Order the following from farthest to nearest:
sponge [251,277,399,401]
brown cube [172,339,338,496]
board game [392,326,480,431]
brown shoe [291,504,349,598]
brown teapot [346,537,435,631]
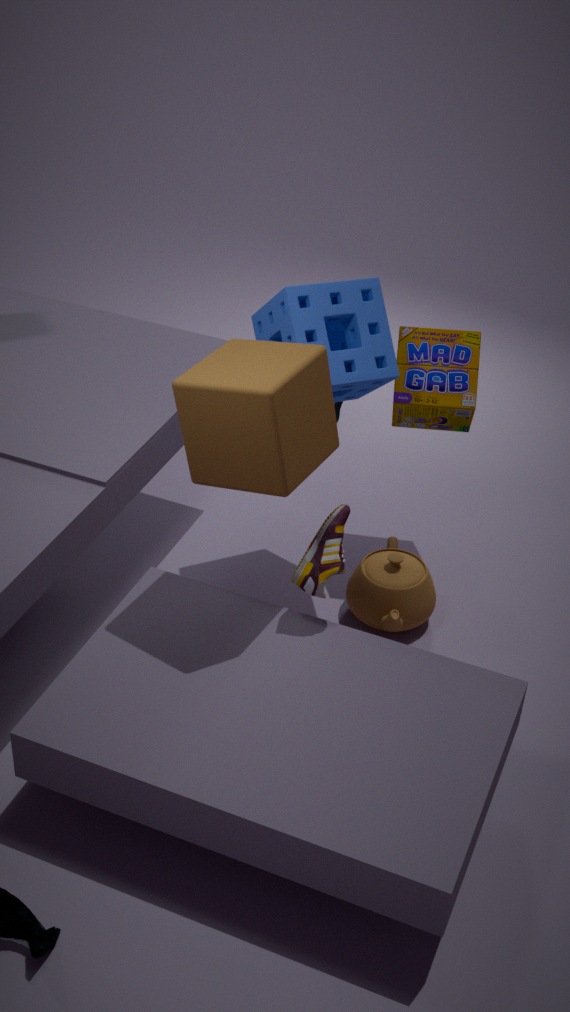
board game [392,326,480,431] → brown teapot [346,537,435,631] → sponge [251,277,399,401] → brown shoe [291,504,349,598] → brown cube [172,339,338,496]
